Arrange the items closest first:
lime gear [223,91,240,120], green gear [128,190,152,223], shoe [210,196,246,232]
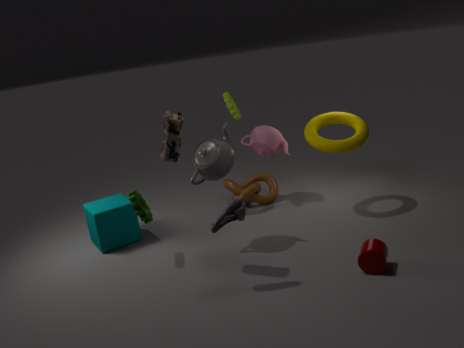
shoe [210,196,246,232]
green gear [128,190,152,223]
lime gear [223,91,240,120]
